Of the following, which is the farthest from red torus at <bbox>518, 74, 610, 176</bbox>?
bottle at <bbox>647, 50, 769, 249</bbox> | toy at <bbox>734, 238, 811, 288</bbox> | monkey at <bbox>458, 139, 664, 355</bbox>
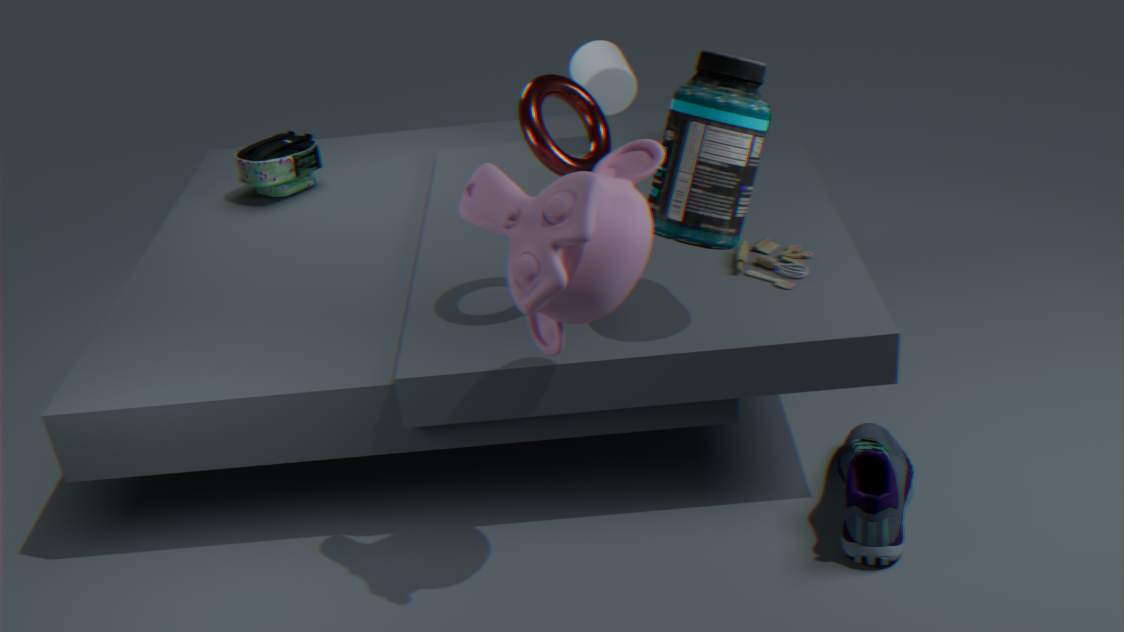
toy at <bbox>734, 238, 811, 288</bbox>
